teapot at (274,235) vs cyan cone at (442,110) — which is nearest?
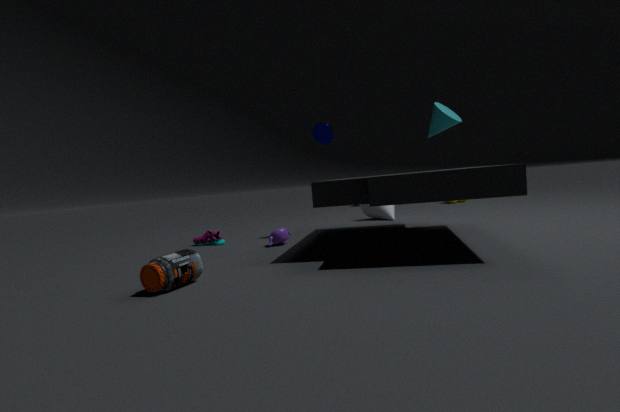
cyan cone at (442,110)
